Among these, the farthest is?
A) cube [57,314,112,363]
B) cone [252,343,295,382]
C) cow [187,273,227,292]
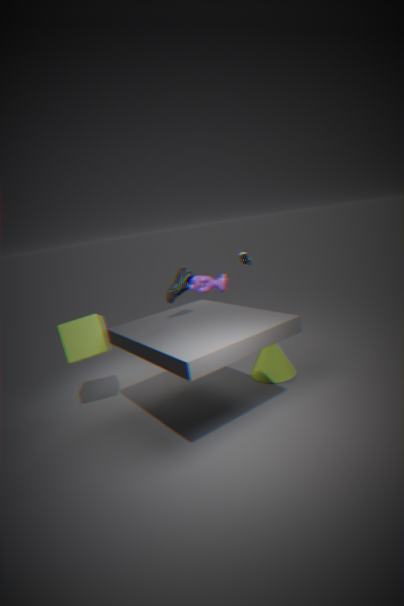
cow [187,273,227,292]
